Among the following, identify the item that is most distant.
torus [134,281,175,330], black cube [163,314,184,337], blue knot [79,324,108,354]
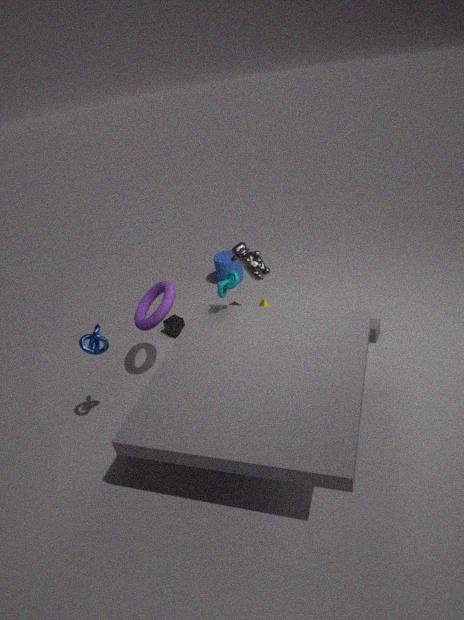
black cube [163,314,184,337]
